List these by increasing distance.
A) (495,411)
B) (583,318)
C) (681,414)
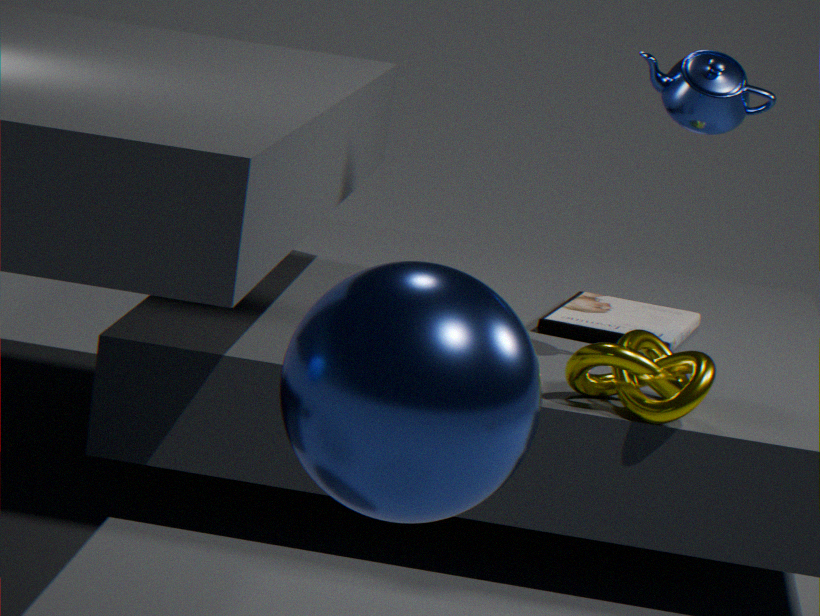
(495,411) → (681,414) → (583,318)
